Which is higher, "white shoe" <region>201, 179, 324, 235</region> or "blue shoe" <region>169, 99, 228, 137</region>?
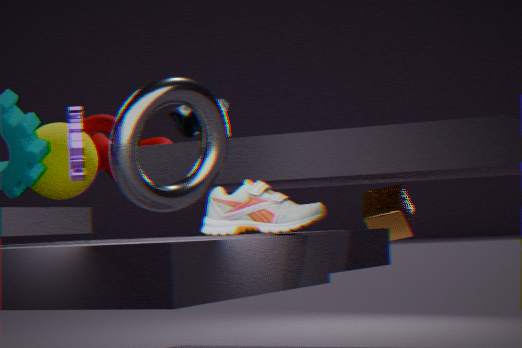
"blue shoe" <region>169, 99, 228, 137</region>
